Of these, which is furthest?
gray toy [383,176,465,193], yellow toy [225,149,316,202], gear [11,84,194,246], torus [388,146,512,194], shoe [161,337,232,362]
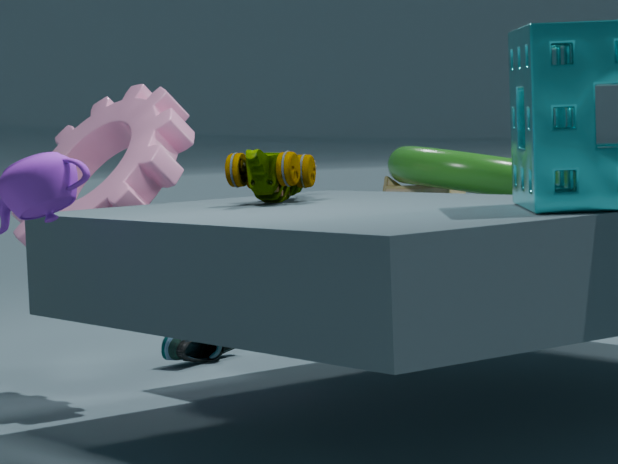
shoe [161,337,232,362]
